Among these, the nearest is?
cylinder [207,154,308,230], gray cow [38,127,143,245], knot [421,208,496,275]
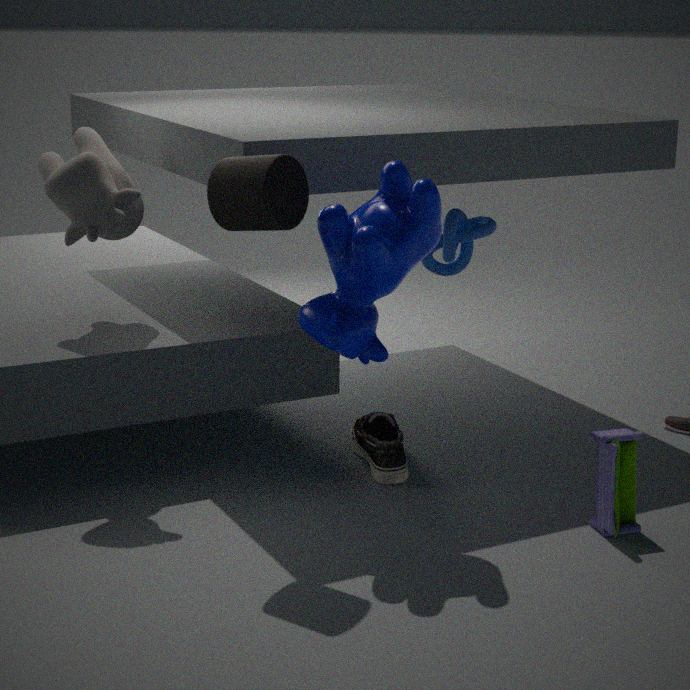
cylinder [207,154,308,230]
